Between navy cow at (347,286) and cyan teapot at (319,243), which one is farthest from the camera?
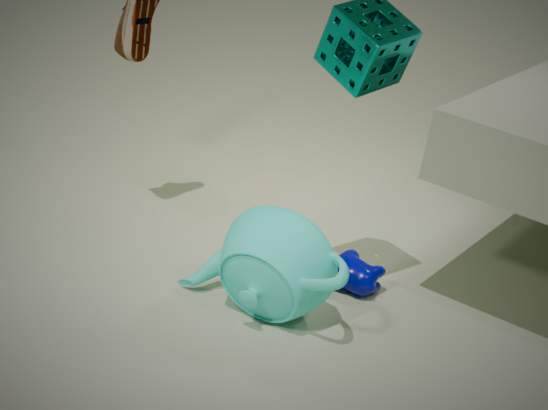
navy cow at (347,286)
